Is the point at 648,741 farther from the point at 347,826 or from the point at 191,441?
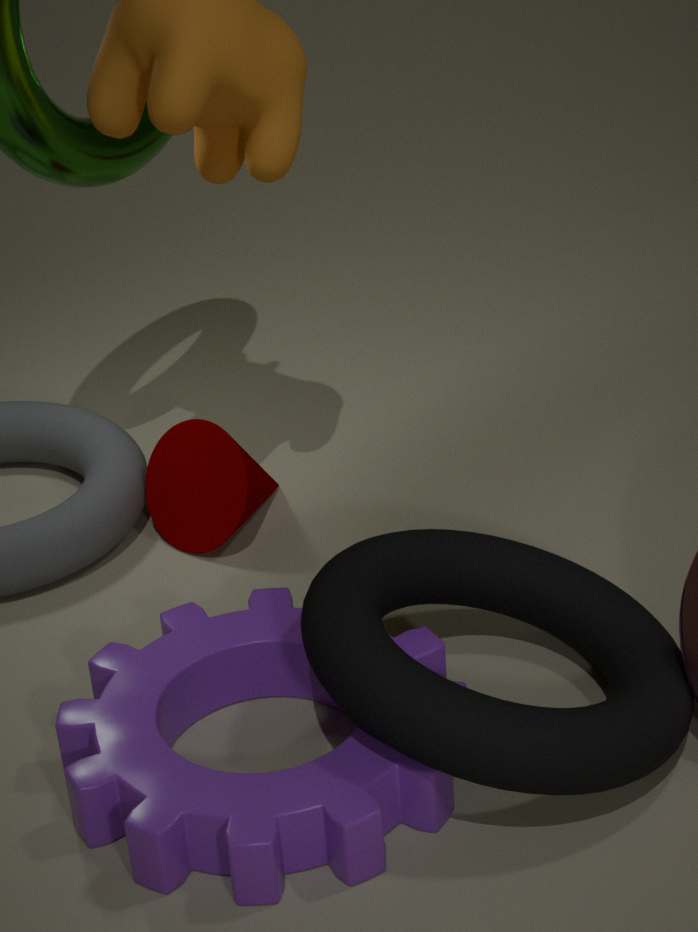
the point at 191,441
